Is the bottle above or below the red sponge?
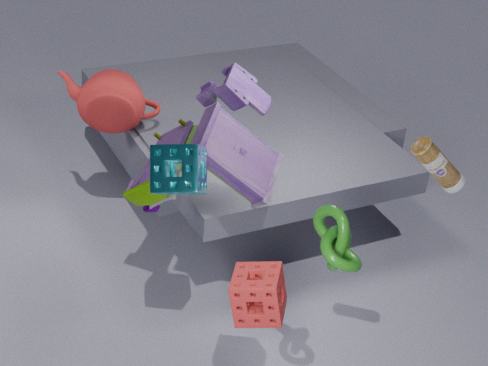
above
